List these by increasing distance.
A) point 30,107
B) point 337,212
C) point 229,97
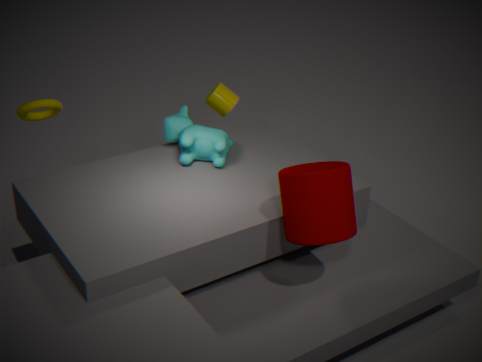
point 337,212, point 30,107, point 229,97
